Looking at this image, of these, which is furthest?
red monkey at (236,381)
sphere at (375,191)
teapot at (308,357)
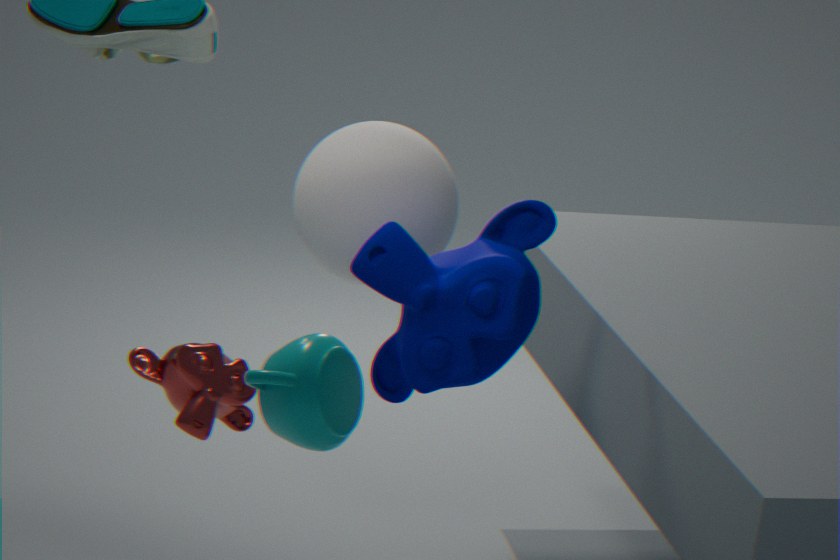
sphere at (375,191)
